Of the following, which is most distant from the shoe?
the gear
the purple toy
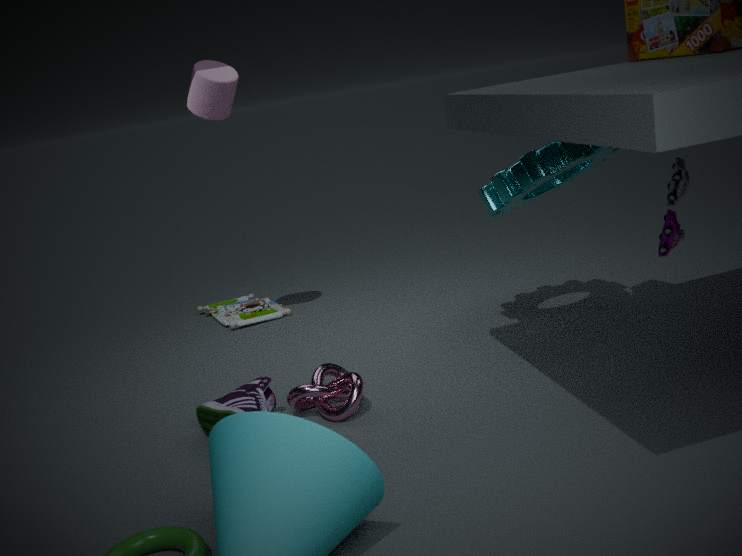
the purple toy
